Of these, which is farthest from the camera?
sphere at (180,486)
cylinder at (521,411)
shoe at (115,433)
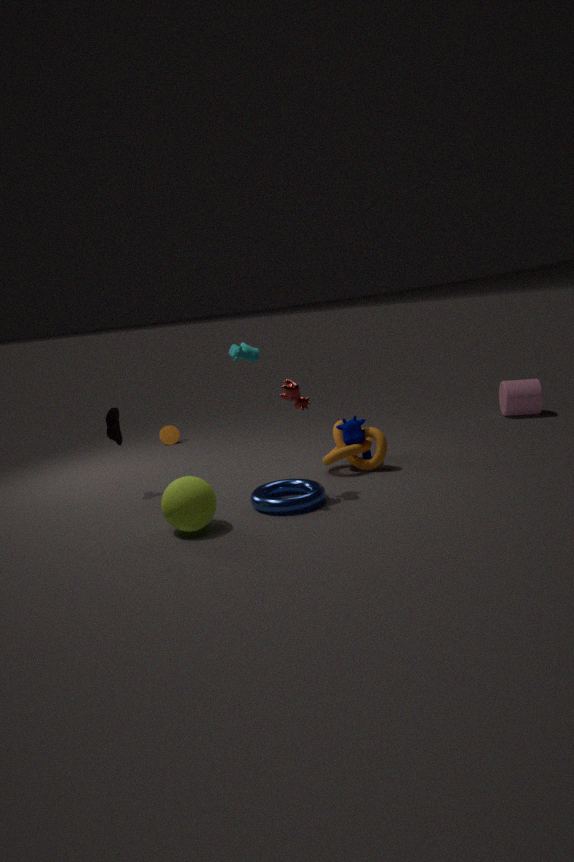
cylinder at (521,411)
